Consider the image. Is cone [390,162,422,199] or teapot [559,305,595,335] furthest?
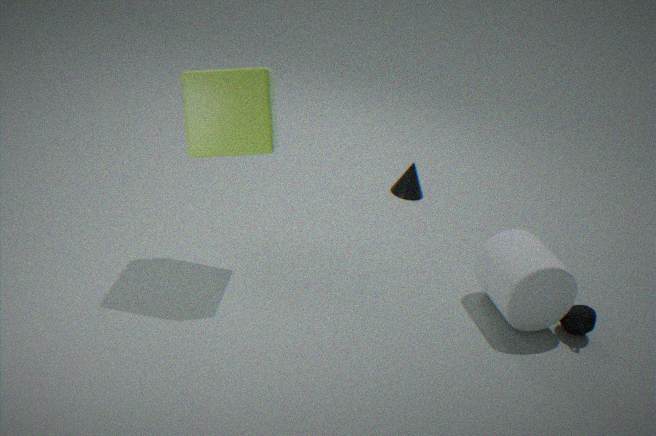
cone [390,162,422,199]
